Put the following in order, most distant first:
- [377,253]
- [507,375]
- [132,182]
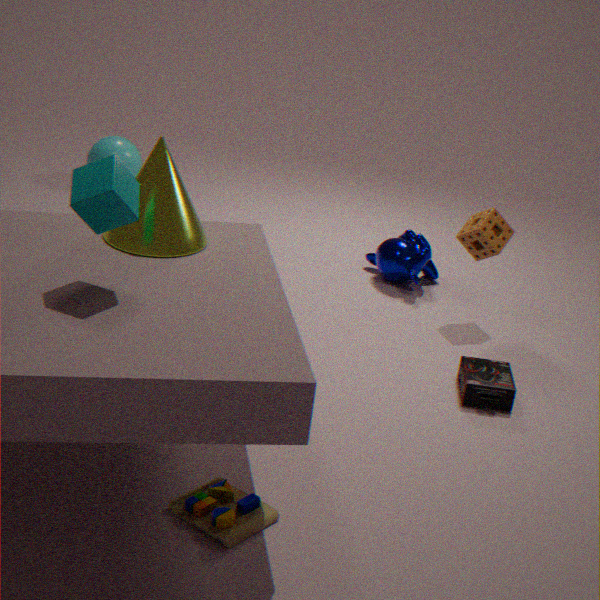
[377,253]
[507,375]
[132,182]
